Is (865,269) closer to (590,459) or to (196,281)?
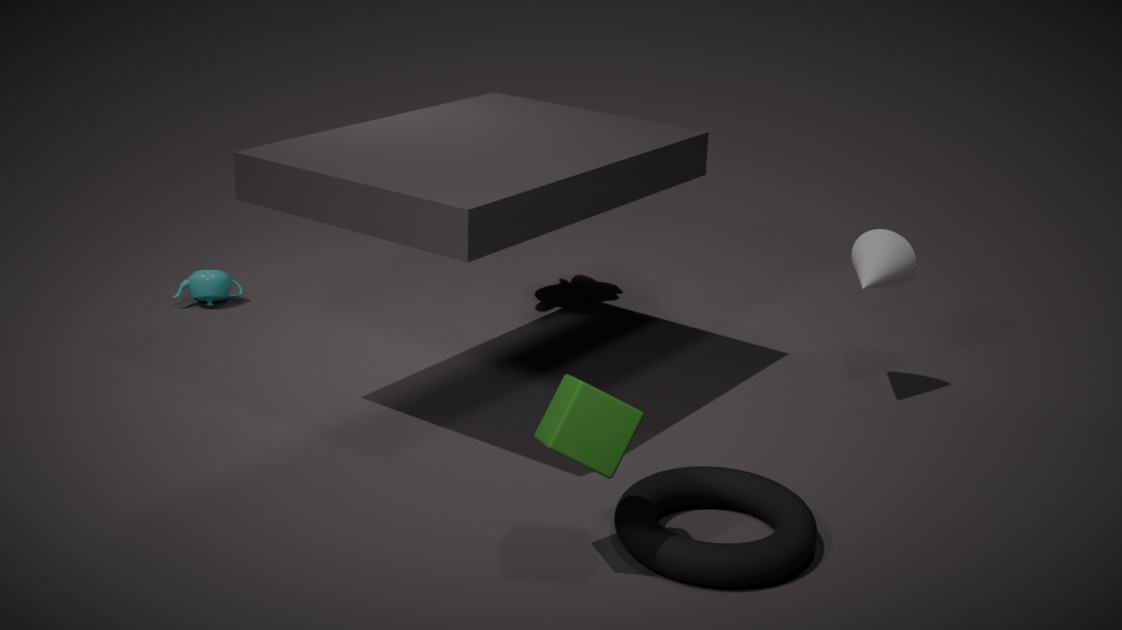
(590,459)
